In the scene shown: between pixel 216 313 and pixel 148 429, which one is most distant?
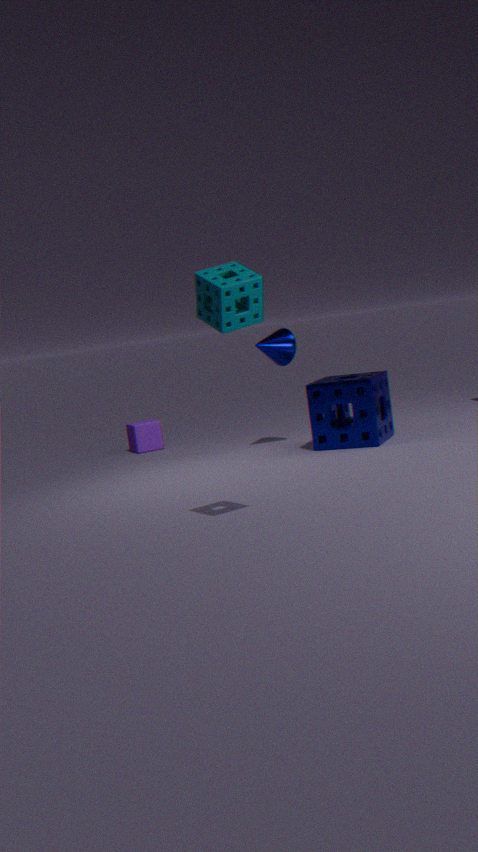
pixel 148 429
